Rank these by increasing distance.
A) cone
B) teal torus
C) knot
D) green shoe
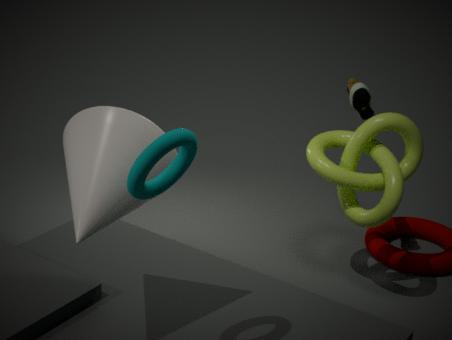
1. teal torus
2. cone
3. knot
4. green shoe
